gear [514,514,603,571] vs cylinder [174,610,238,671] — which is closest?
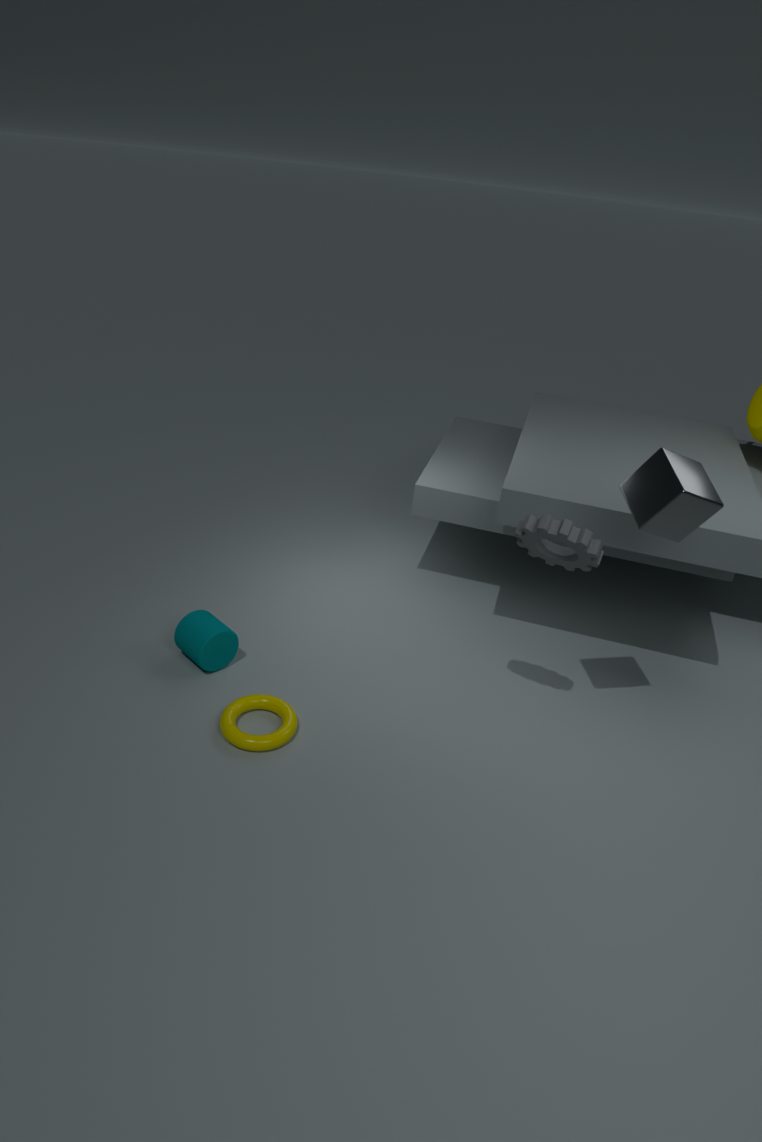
gear [514,514,603,571]
